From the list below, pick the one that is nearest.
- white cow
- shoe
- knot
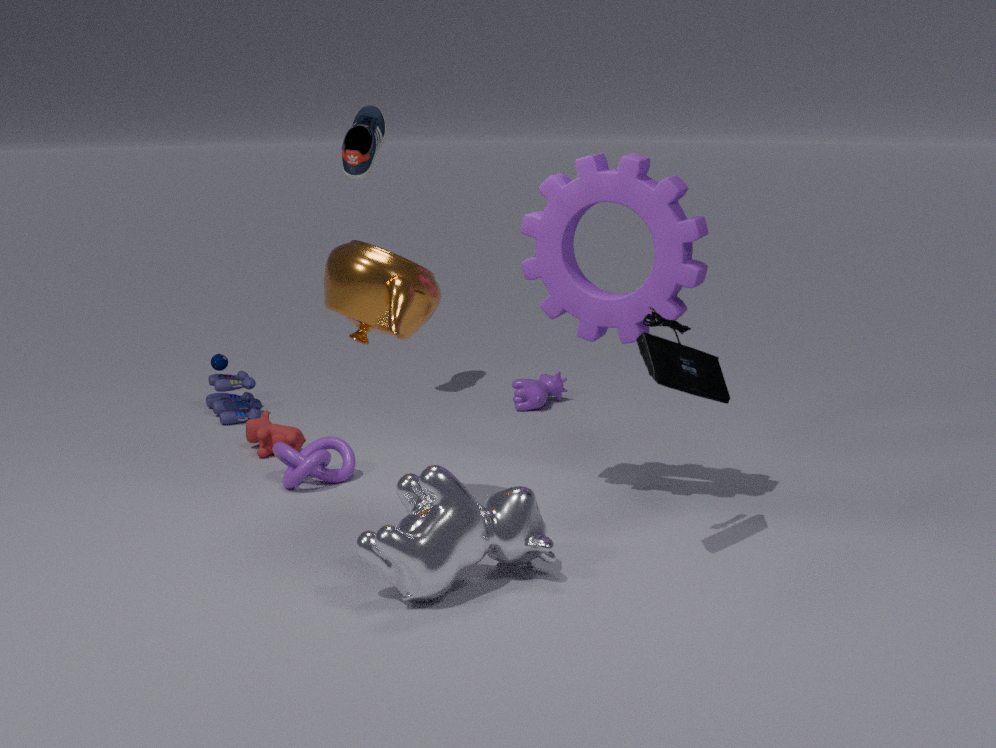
white cow
